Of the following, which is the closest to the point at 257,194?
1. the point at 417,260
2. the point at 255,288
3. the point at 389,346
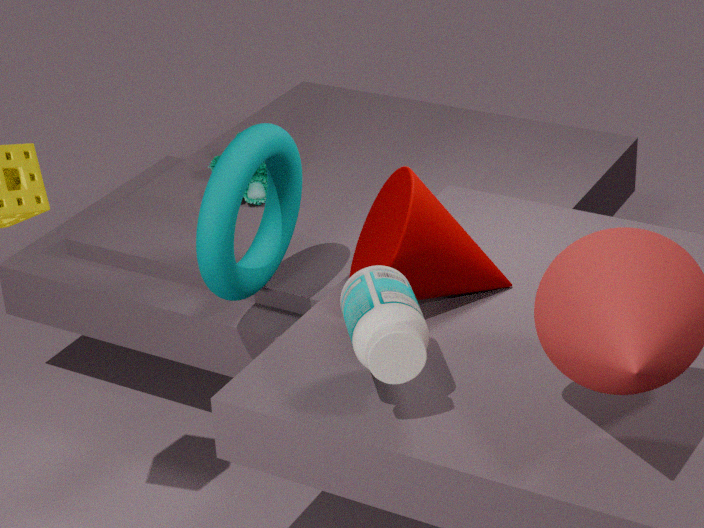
the point at 255,288
